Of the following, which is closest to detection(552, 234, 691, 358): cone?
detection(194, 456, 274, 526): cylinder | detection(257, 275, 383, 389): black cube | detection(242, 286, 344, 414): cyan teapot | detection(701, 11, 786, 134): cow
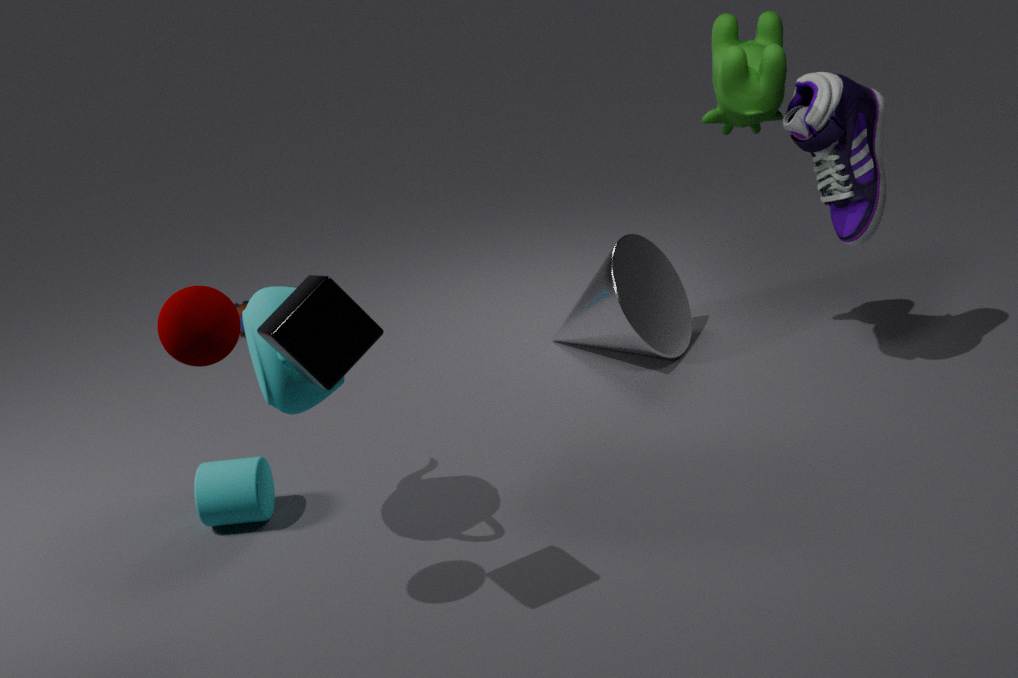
detection(701, 11, 786, 134): cow
